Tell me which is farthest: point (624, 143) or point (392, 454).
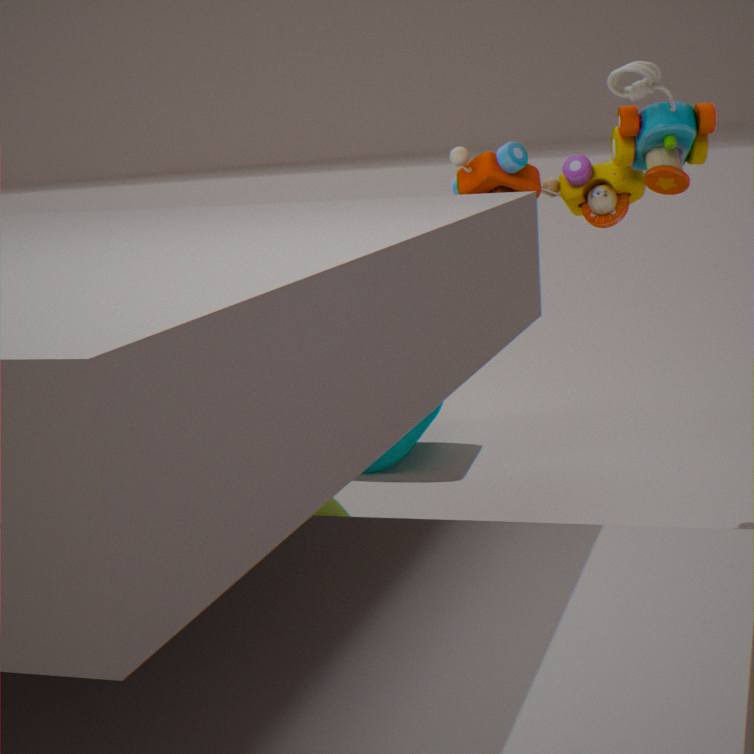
point (392, 454)
